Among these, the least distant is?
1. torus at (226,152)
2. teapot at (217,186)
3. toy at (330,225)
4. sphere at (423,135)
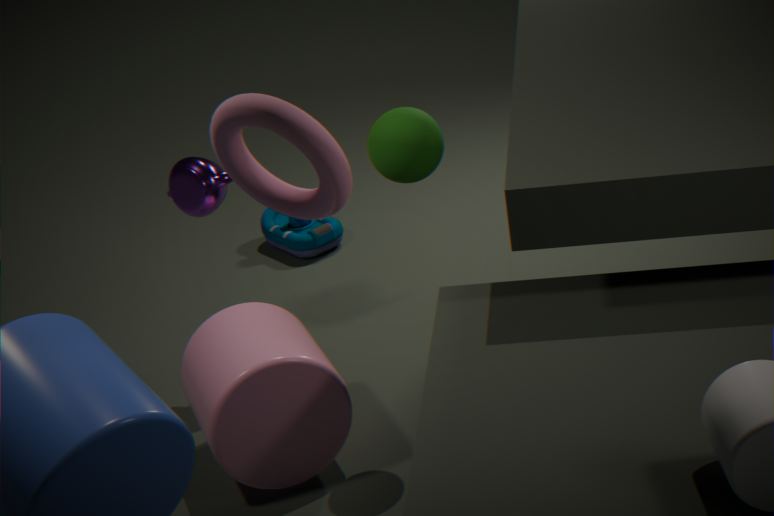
torus at (226,152)
